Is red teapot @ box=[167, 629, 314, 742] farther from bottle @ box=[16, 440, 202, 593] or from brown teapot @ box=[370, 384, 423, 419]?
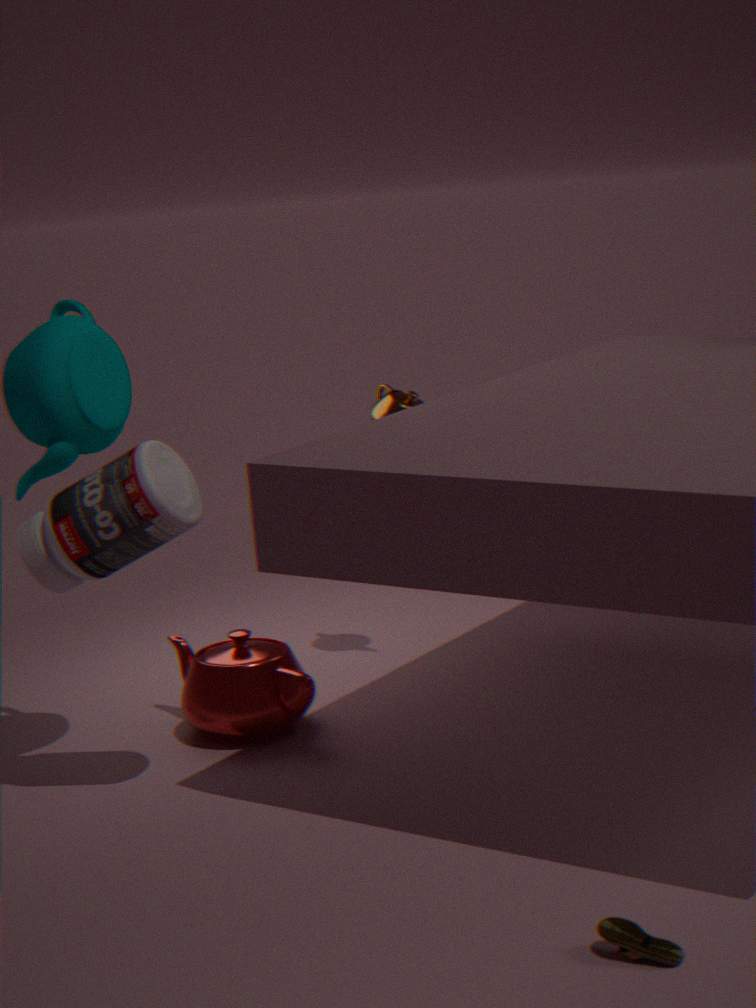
brown teapot @ box=[370, 384, 423, 419]
